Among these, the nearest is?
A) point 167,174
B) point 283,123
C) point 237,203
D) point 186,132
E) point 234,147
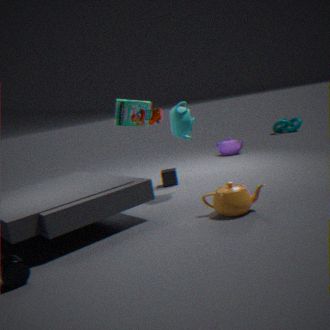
point 237,203
